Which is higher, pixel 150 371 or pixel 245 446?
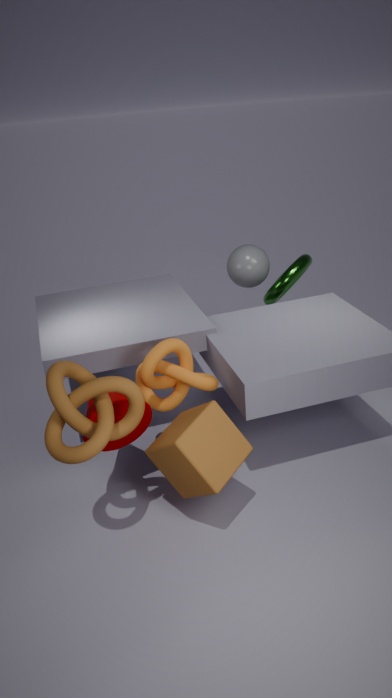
pixel 150 371
